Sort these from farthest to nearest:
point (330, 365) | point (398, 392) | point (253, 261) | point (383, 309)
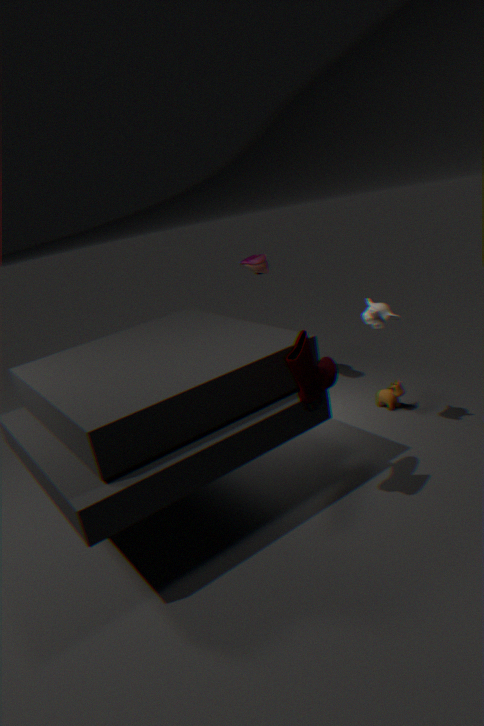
1. point (253, 261)
2. point (398, 392)
3. point (383, 309)
4. point (330, 365)
